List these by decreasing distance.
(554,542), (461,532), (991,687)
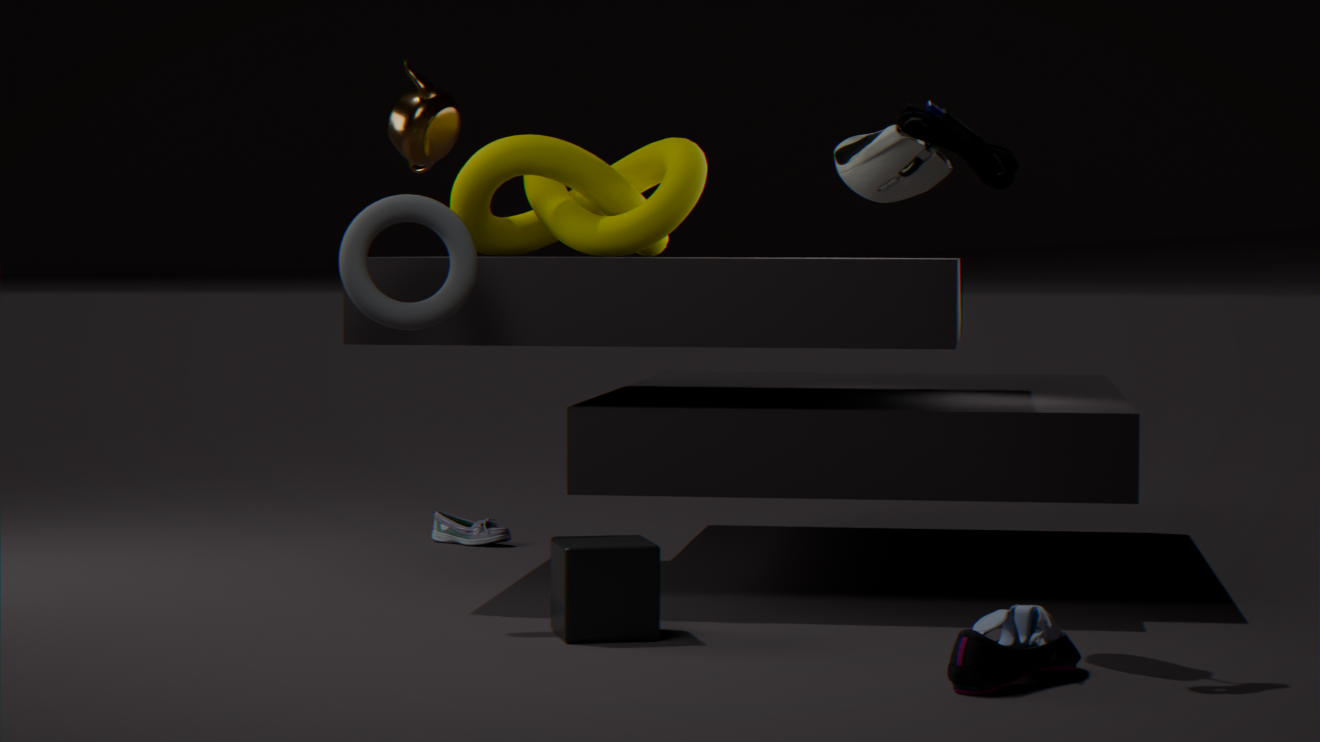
(461,532)
(554,542)
(991,687)
